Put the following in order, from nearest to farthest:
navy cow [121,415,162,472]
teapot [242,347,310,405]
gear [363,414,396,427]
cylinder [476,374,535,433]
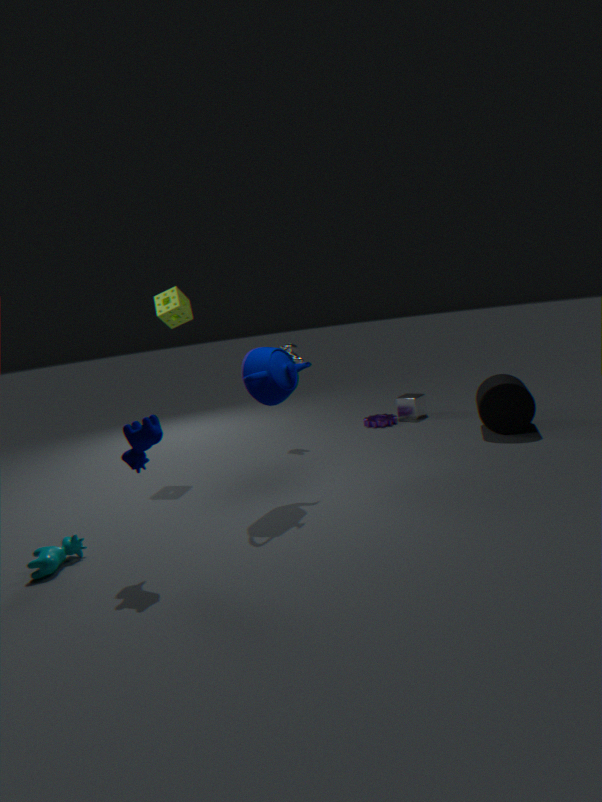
navy cow [121,415,162,472], teapot [242,347,310,405], cylinder [476,374,535,433], gear [363,414,396,427]
